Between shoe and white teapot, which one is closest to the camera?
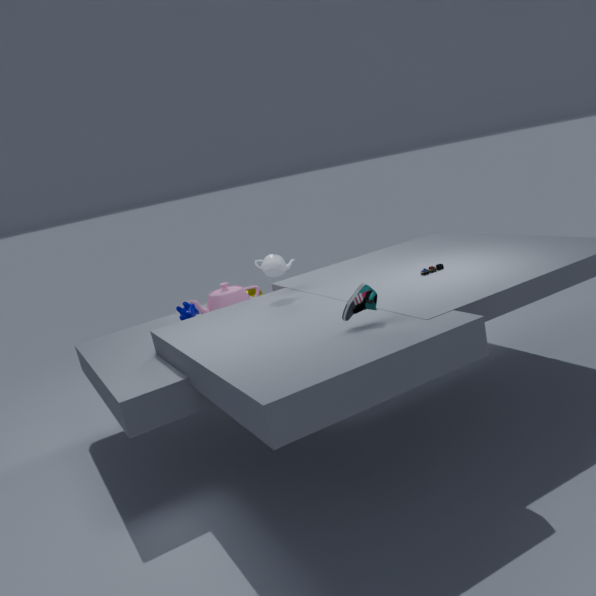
shoe
